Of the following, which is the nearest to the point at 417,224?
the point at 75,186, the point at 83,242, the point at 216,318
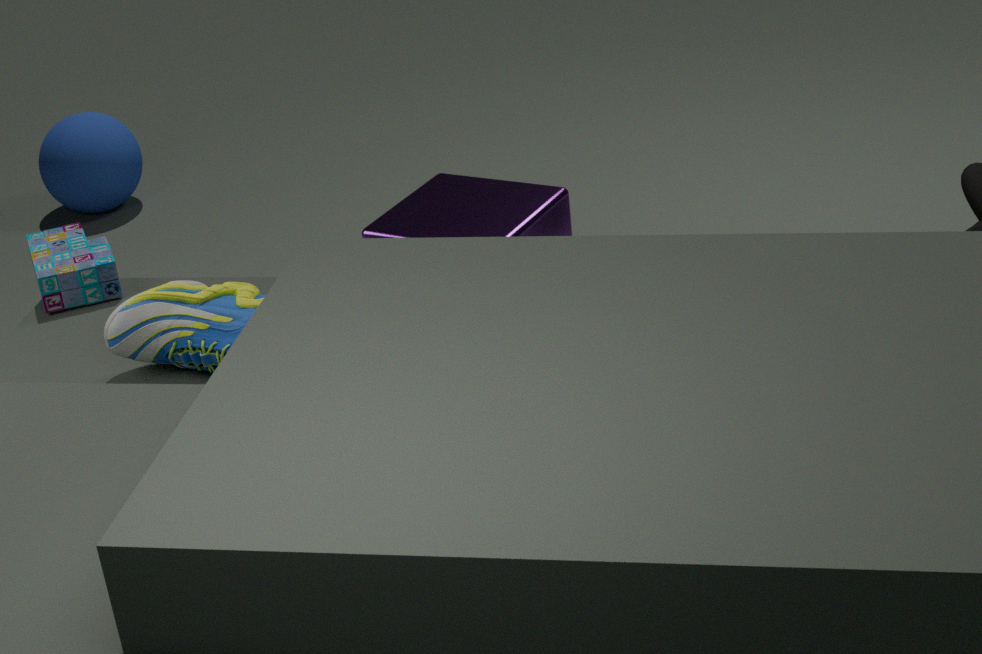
the point at 216,318
